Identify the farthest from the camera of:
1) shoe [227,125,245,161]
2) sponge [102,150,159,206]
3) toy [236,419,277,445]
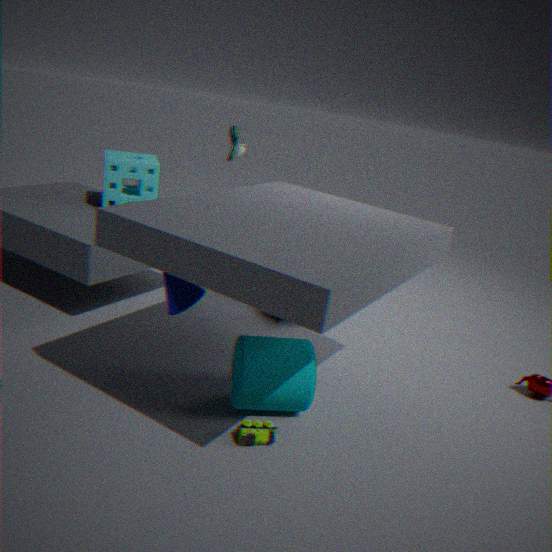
1. shoe [227,125,245,161]
